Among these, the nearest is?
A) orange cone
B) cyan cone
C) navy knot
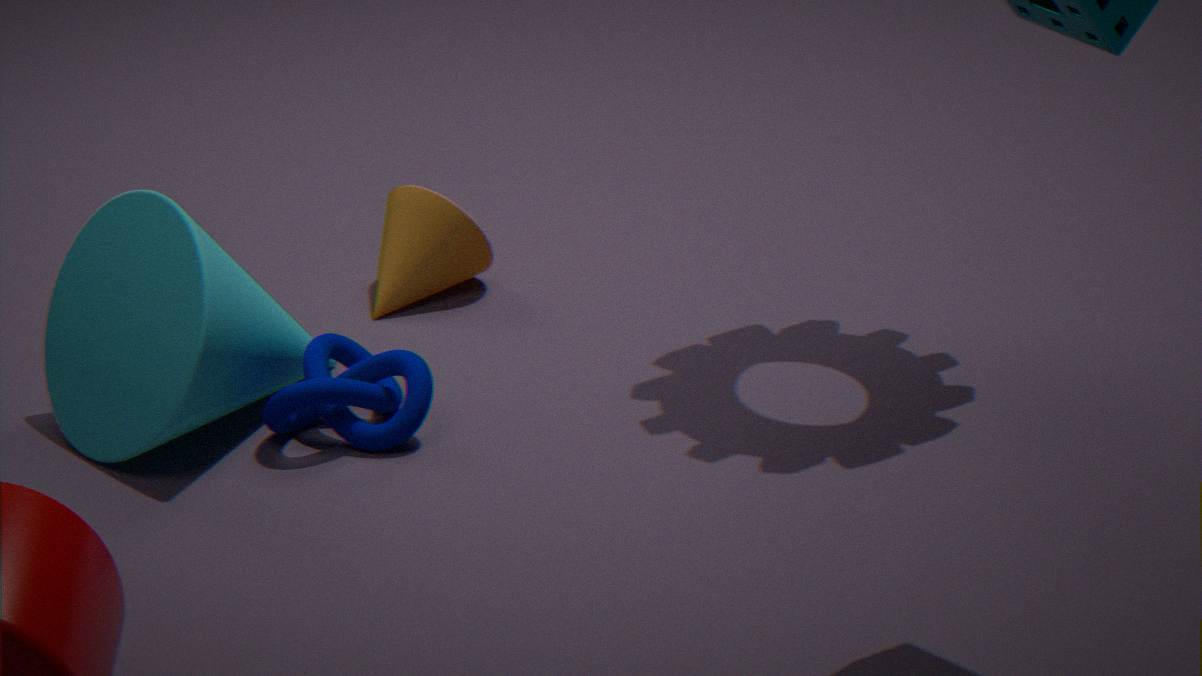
cyan cone
